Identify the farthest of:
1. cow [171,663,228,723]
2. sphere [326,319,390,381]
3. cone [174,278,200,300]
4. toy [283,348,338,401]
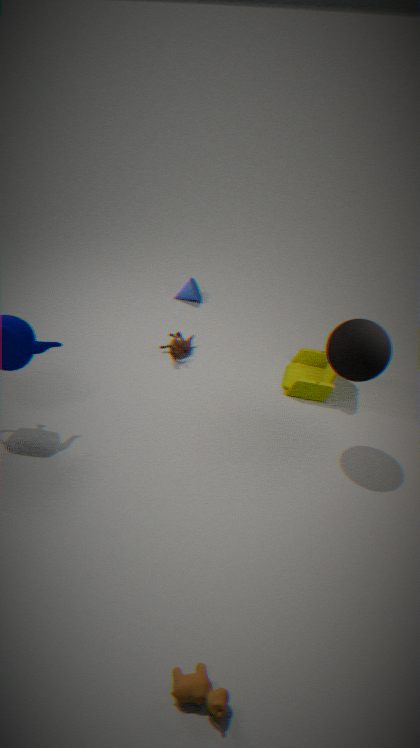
cone [174,278,200,300]
